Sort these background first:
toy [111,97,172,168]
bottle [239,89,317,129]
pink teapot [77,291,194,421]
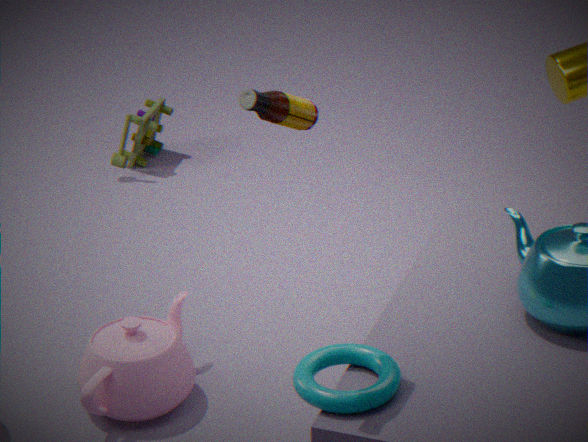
toy [111,97,172,168], pink teapot [77,291,194,421], bottle [239,89,317,129]
